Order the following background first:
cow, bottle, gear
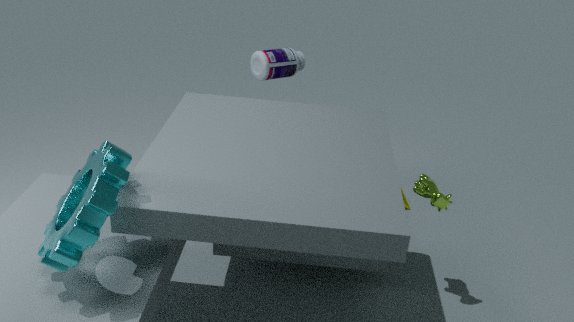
bottle, cow, gear
